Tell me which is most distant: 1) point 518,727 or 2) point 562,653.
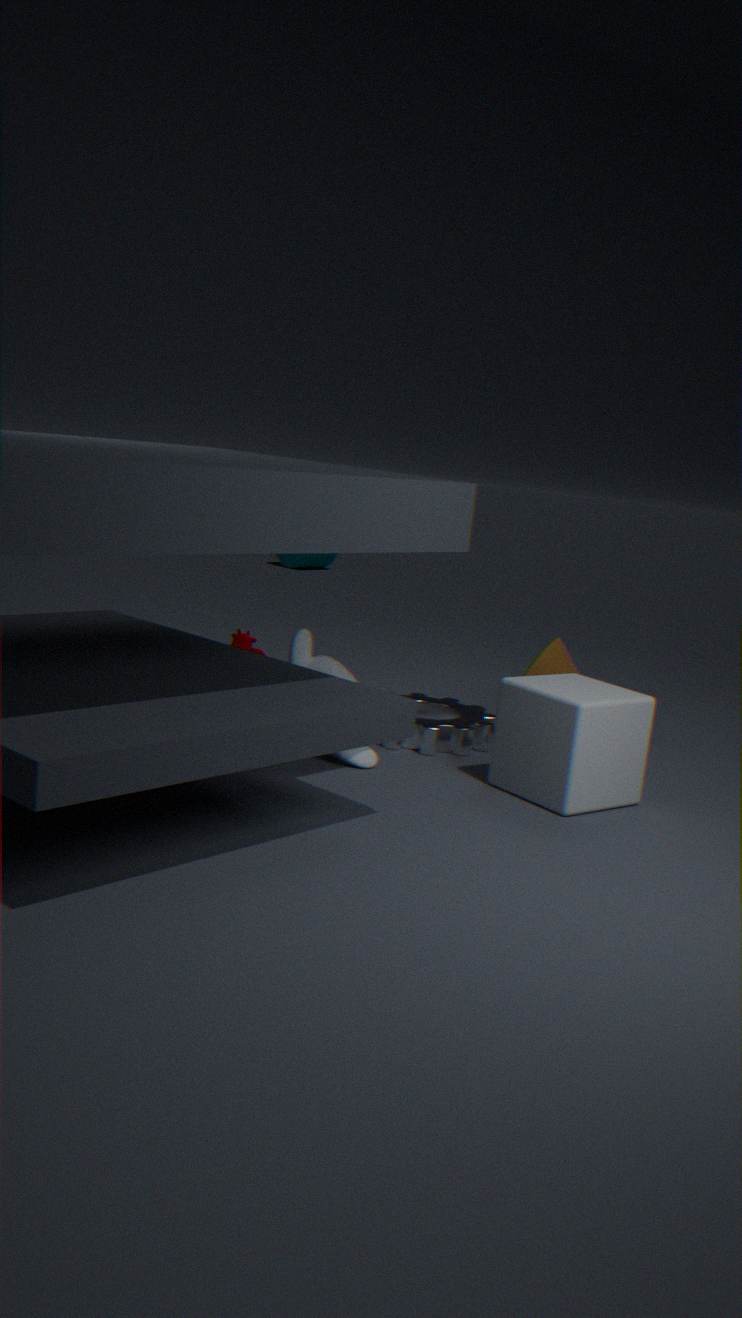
2. point 562,653
